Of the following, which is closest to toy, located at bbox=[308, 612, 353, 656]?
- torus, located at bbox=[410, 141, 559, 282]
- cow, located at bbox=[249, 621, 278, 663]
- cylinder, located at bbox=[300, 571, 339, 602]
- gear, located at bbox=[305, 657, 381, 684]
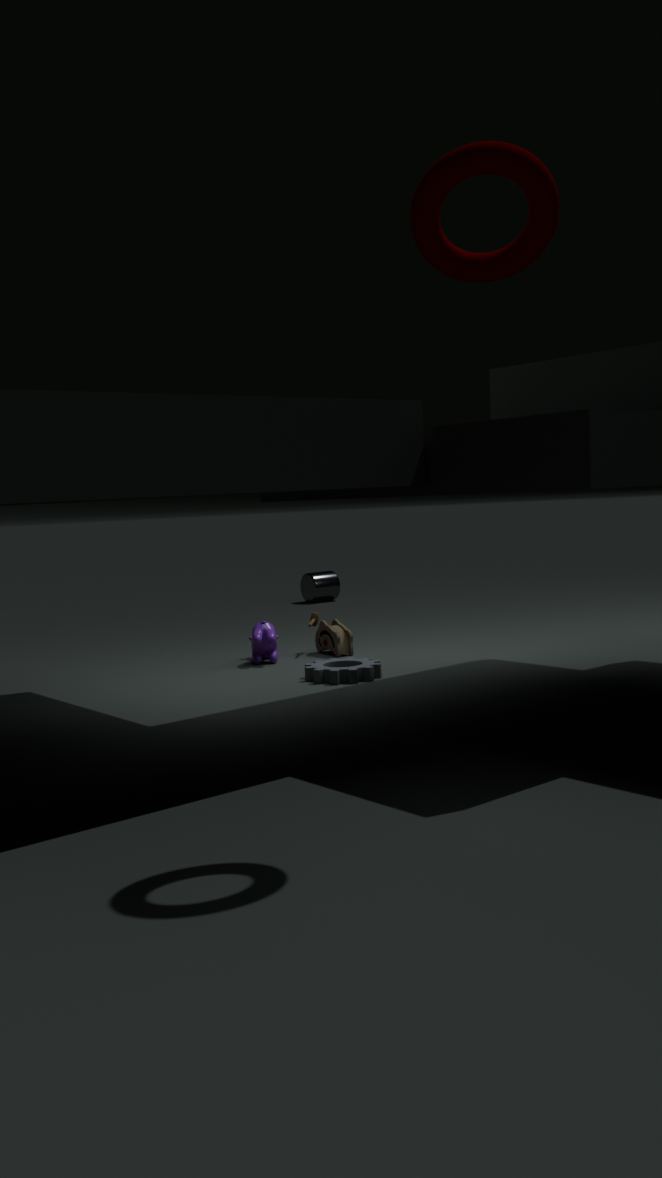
cow, located at bbox=[249, 621, 278, 663]
